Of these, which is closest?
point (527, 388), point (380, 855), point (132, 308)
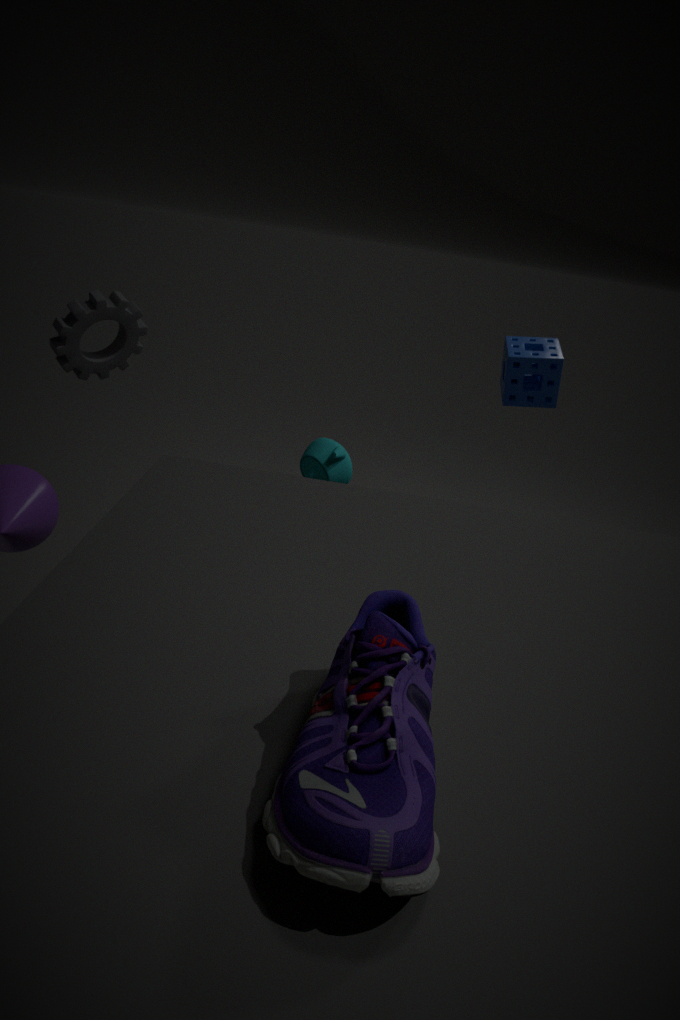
point (380, 855)
